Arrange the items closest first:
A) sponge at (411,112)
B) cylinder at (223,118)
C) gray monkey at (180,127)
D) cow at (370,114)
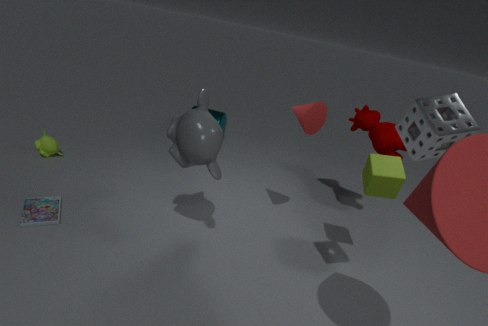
sponge at (411,112) < gray monkey at (180,127) < cow at (370,114) < cylinder at (223,118)
